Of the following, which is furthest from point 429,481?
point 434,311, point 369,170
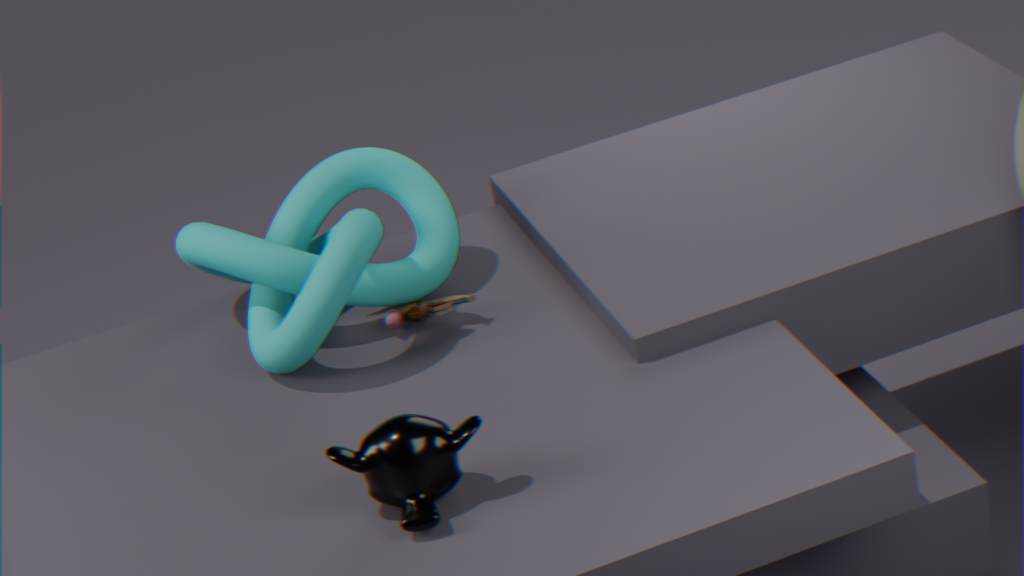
point 369,170
